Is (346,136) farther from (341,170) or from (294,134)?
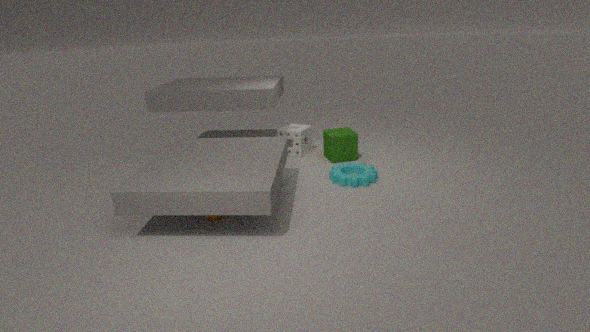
(341,170)
